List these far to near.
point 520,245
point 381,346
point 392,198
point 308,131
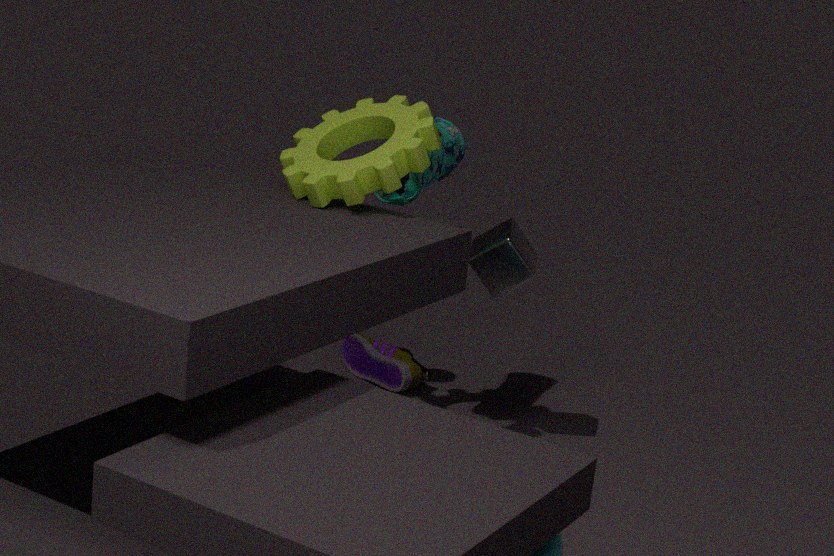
1. point 381,346
2. point 520,245
3. point 308,131
4. point 392,198
